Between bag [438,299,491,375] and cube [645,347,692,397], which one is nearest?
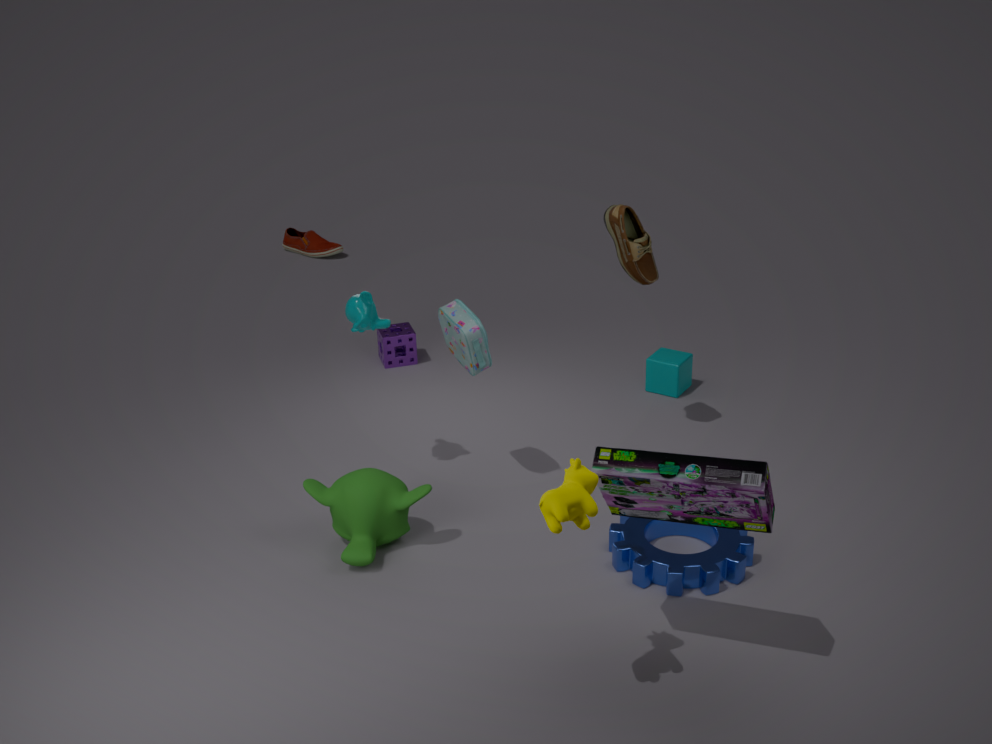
bag [438,299,491,375]
